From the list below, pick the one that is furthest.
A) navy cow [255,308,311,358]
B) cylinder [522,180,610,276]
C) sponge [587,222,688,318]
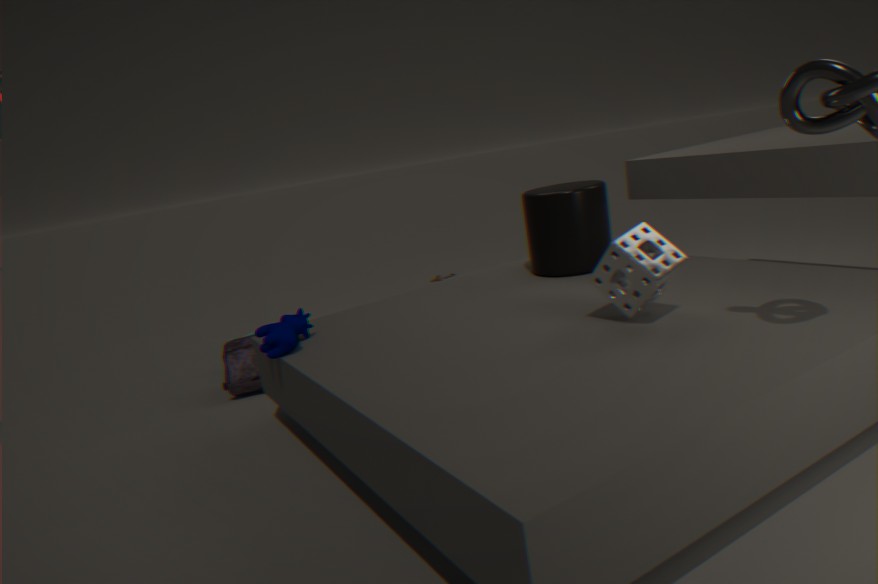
cylinder [522,180,610,276]
